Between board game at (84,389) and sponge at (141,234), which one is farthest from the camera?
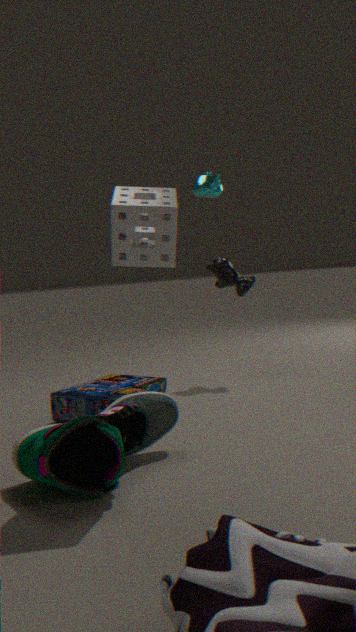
board game at (84,389)
